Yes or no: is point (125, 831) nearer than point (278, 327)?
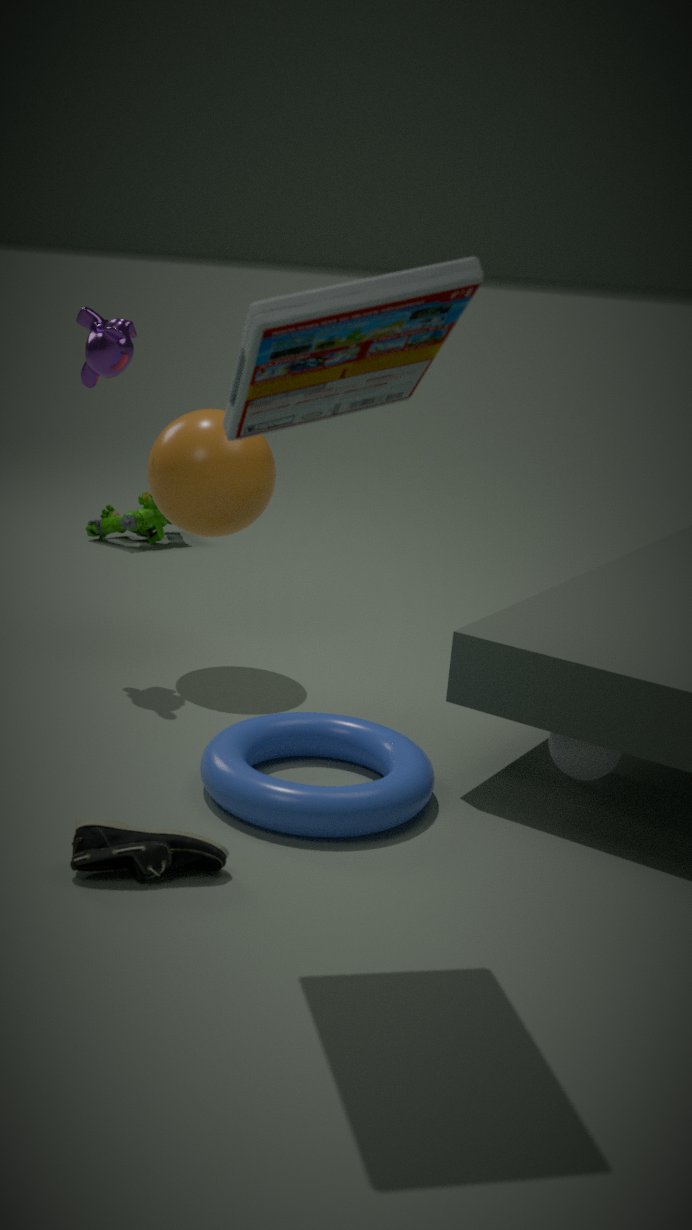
No
